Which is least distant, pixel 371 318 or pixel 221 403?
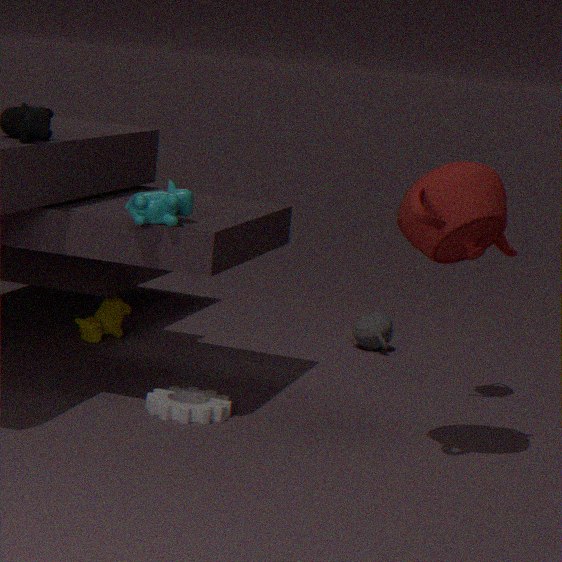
pixel 221 403
